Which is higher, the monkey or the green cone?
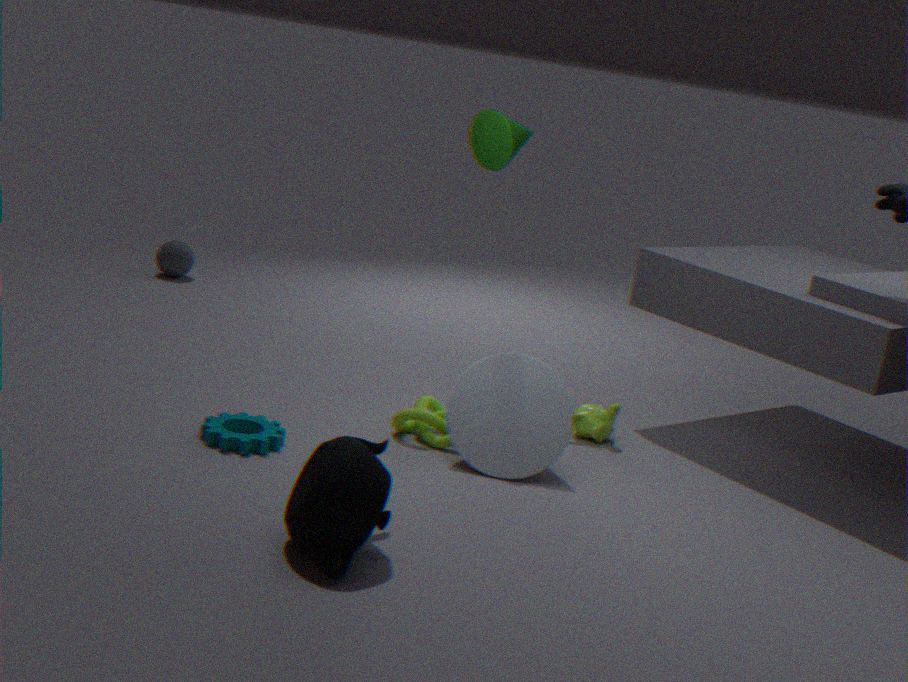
the green cone
